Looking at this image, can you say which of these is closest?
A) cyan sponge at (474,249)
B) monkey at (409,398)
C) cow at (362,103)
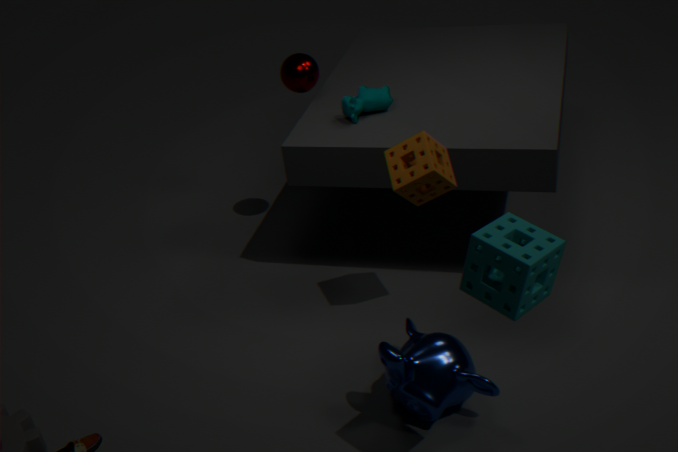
cyan sponge at (474,249)
